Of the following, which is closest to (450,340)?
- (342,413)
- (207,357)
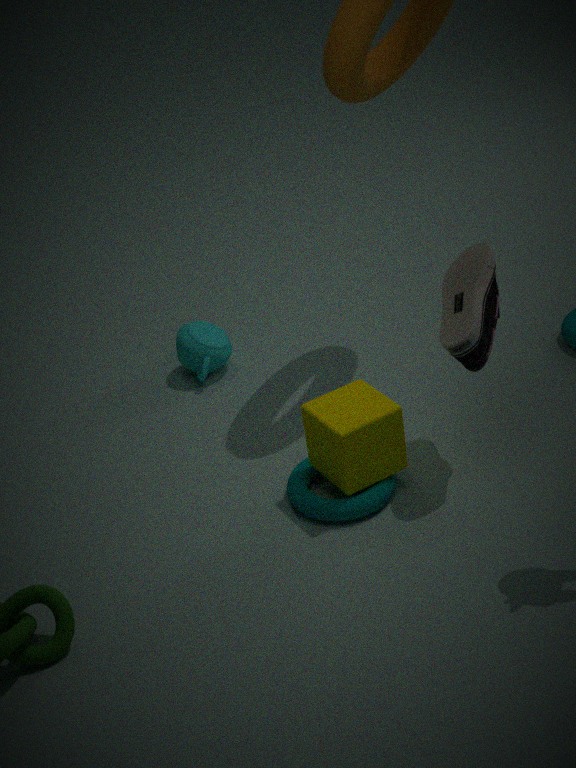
(342,413)
